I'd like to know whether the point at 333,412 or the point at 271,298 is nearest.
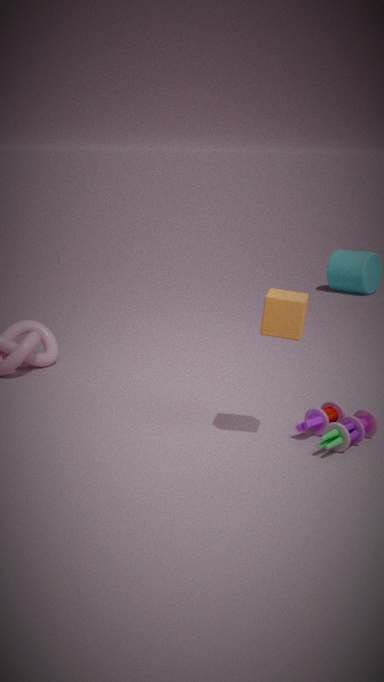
the point at 271,298
